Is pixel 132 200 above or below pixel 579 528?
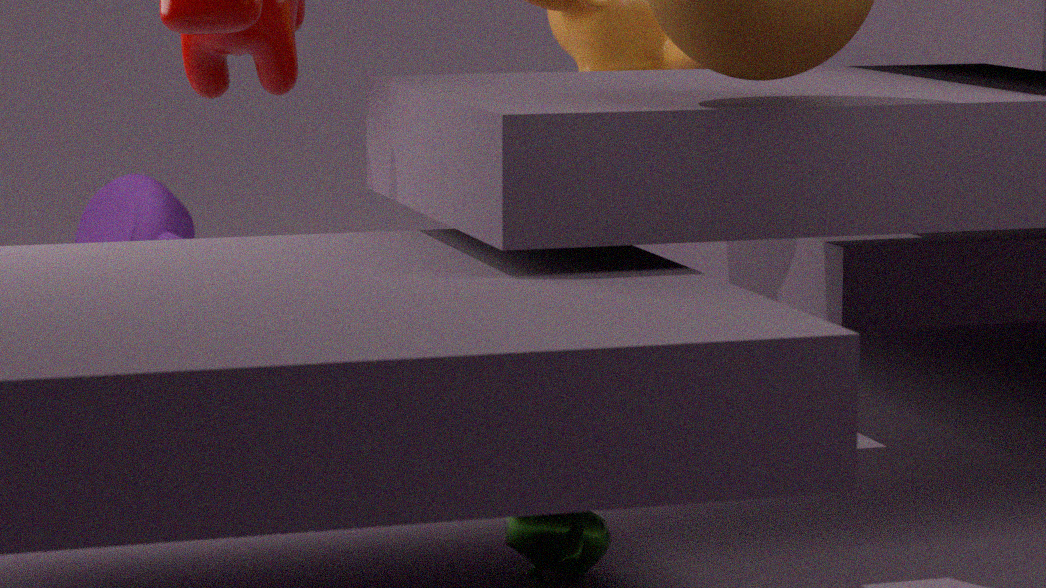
above
